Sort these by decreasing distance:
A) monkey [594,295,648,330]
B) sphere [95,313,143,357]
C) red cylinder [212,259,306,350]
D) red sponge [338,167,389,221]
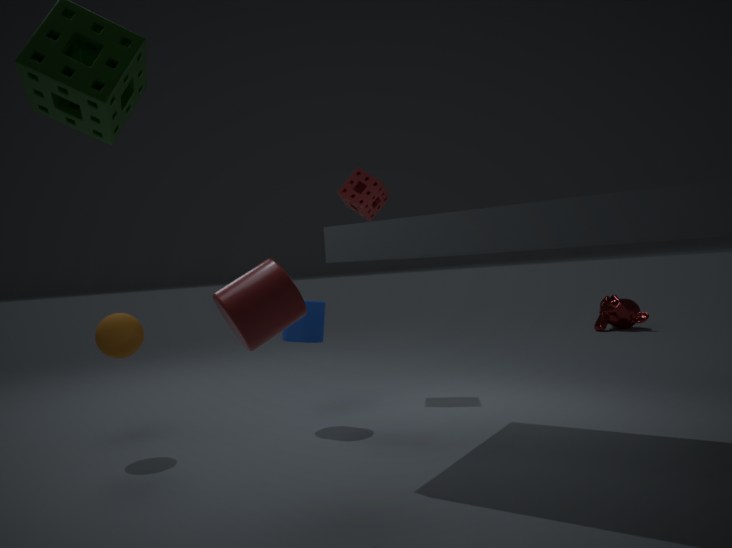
monkey [594,295,648,330], red sponge [338,167,389,221], sphere [95,313,143,357], red cylinder [212,259,306,350]
